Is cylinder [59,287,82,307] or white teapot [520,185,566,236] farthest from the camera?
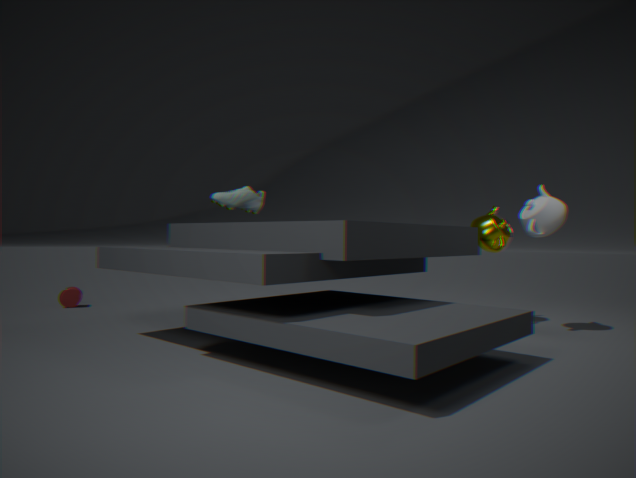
cylinder [59,287,82,307]
